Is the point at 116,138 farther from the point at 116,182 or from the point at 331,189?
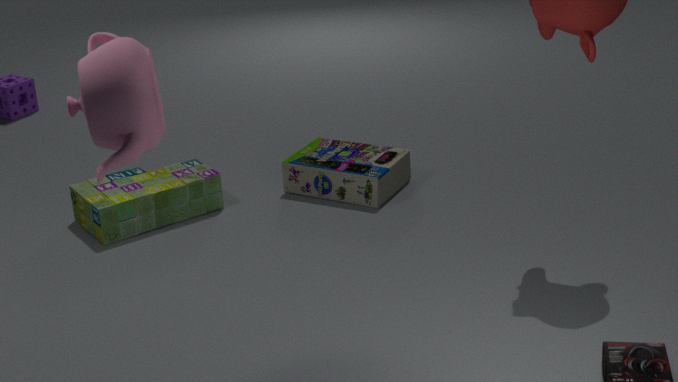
the point at 331,189
